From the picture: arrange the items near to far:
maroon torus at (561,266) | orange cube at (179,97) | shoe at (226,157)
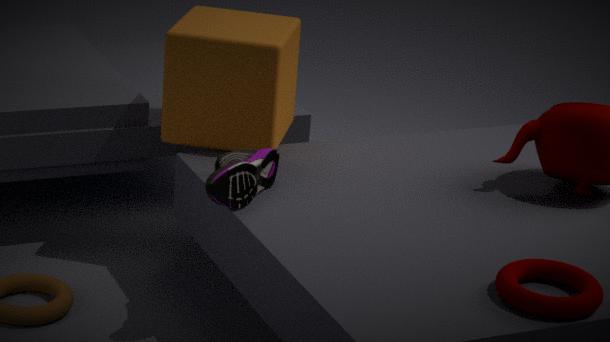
maroon torus at (561,266)
shoe at (226,157)
orange cube at (179,97)
